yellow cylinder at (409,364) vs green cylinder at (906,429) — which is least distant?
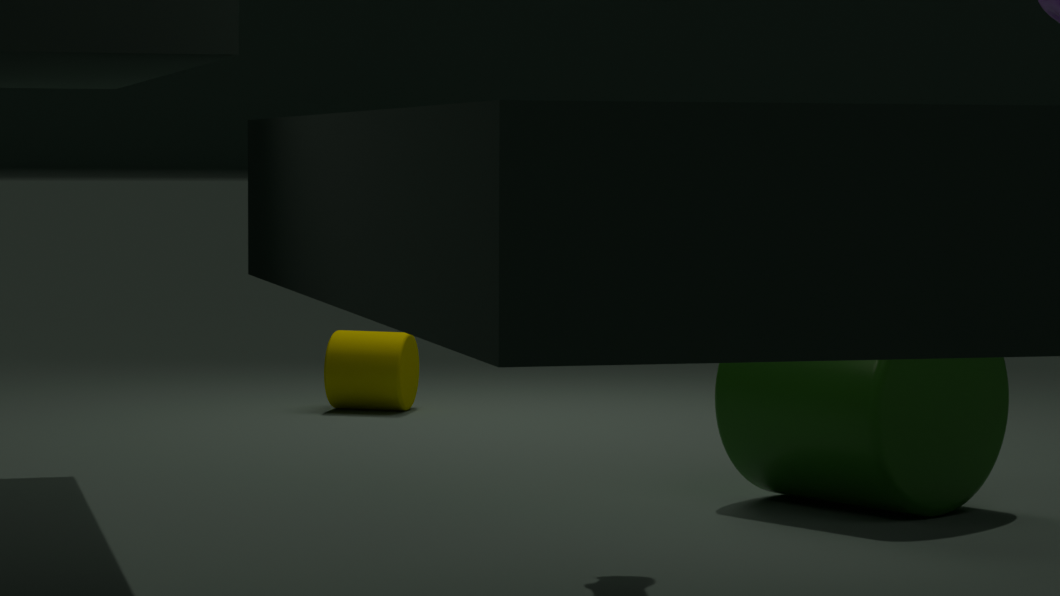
green cylinder at (906,429)
